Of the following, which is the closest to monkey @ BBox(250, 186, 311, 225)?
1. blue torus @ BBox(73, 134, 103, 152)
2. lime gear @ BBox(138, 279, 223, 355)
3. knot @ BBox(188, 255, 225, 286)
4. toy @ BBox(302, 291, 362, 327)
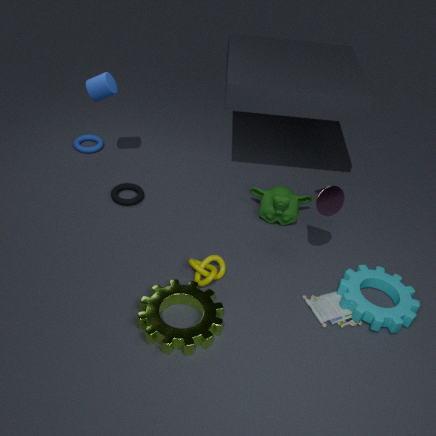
knot @ BBox(188, 255, 225, 286)
